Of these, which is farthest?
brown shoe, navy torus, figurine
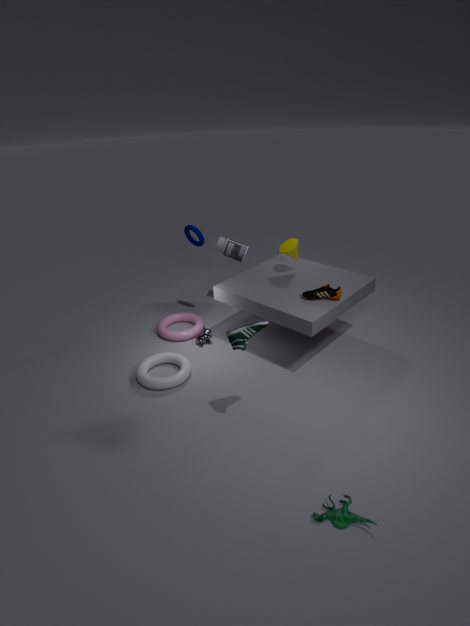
navy torus
